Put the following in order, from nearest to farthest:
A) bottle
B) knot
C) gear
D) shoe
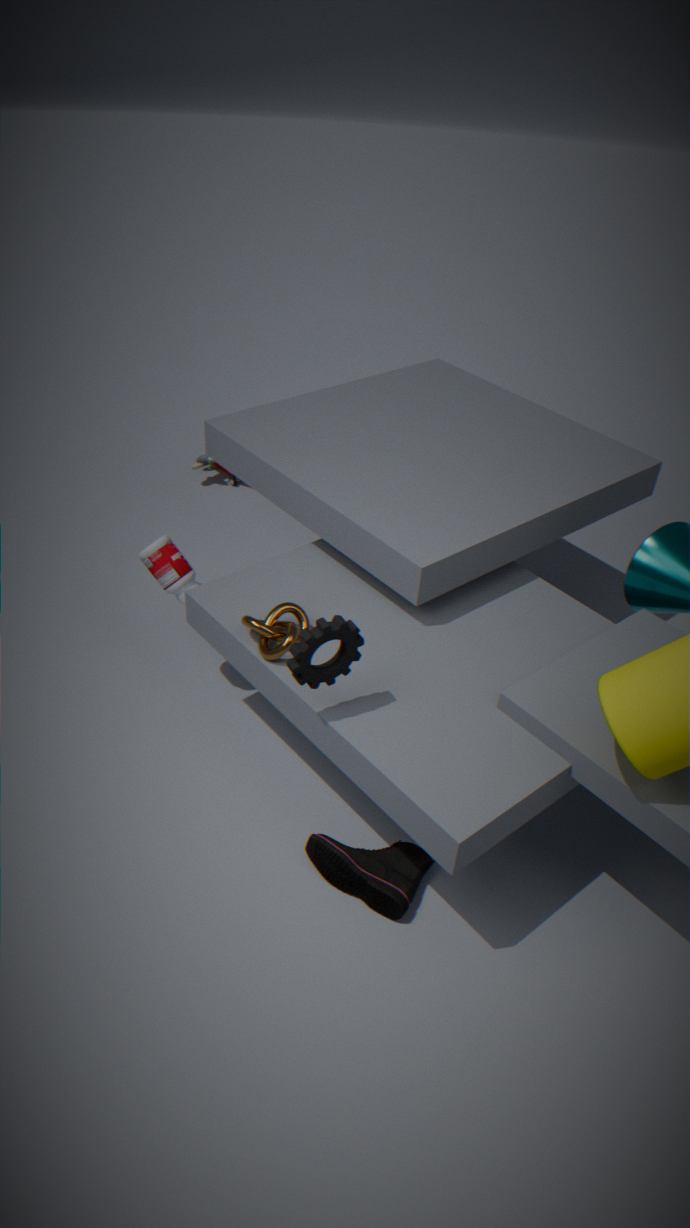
gear, shoe, knot, bottle
